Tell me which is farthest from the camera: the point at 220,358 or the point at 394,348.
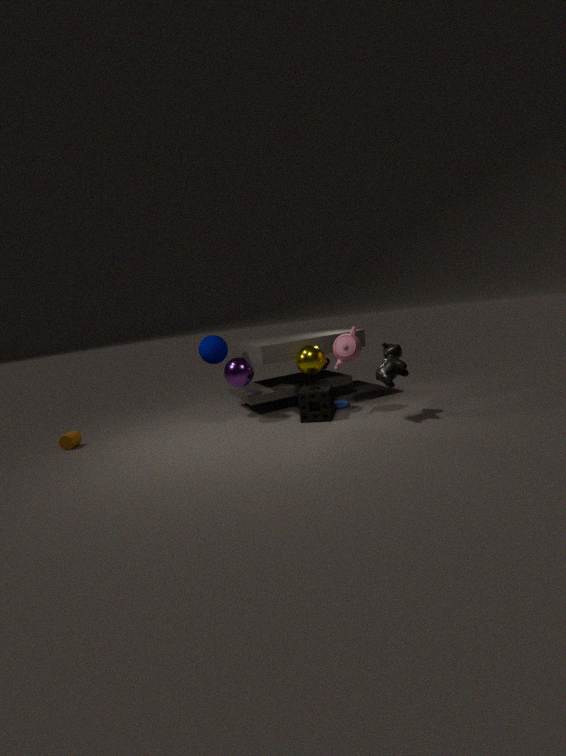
the point at 220,358
